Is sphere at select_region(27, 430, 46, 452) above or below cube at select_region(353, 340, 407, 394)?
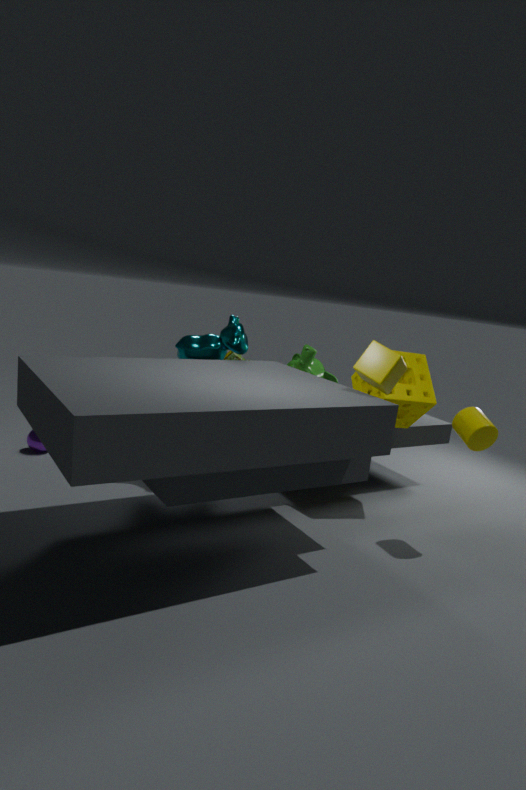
below
